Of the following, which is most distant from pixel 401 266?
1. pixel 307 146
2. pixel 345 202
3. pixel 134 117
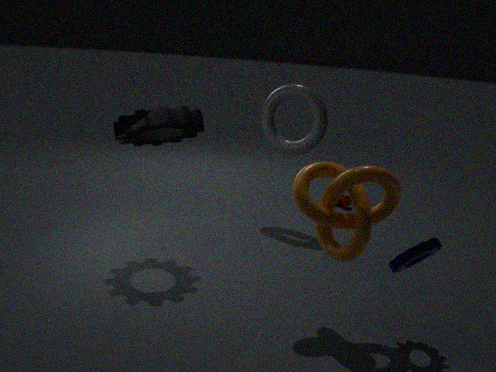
pixel 345 202
